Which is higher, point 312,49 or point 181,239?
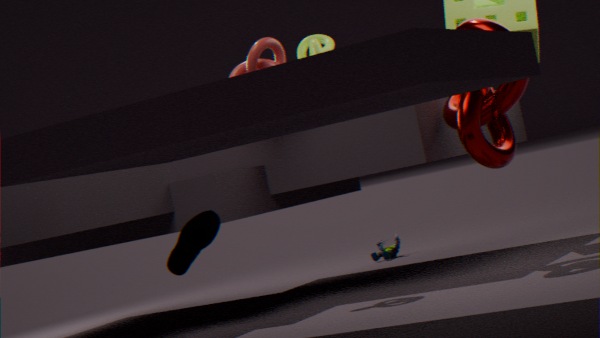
point 312,49
